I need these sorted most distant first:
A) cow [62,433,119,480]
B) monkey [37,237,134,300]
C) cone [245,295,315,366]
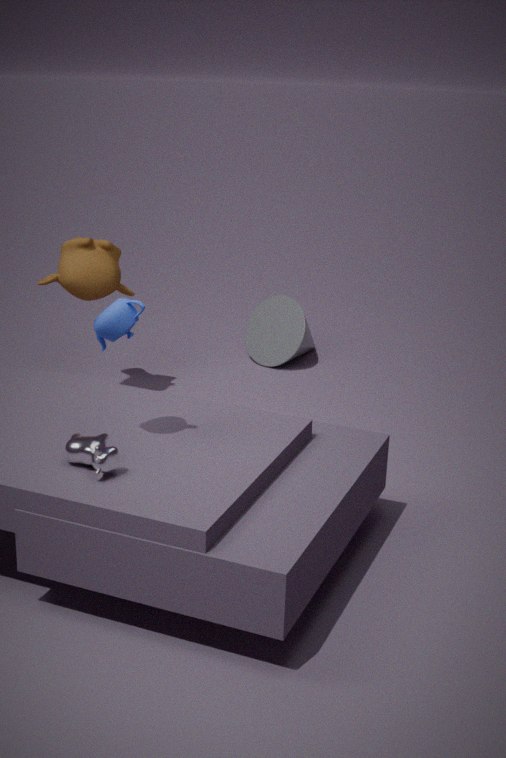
cone [245,295,315,366], monkey [37,237,134,300], cow [62,433,119,480]
